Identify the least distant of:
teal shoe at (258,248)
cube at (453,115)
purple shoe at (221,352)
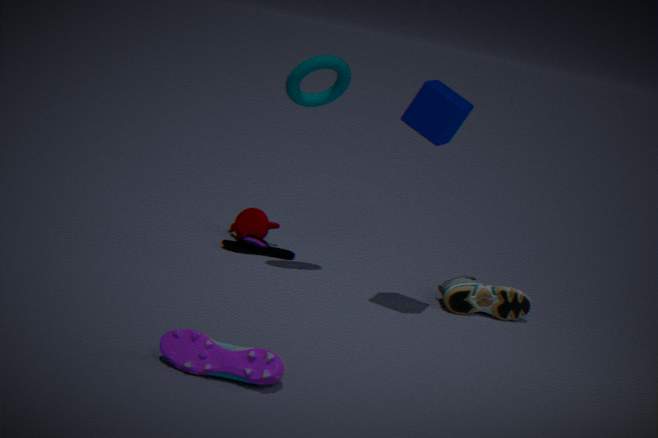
purple shoe at (221,352)
